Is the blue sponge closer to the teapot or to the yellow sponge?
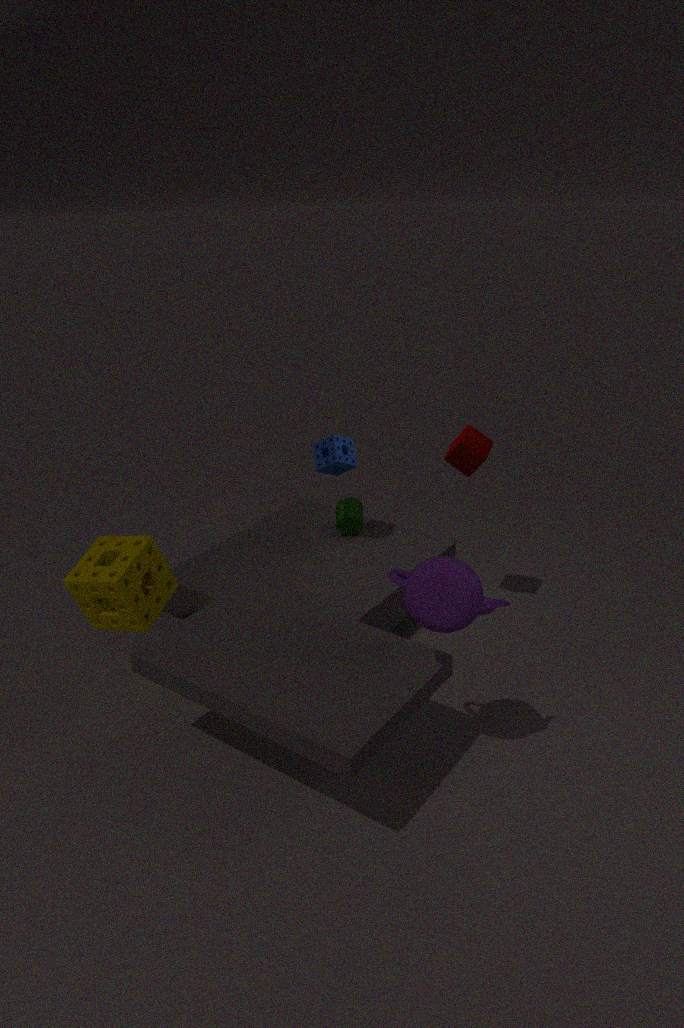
the yellow sponge
